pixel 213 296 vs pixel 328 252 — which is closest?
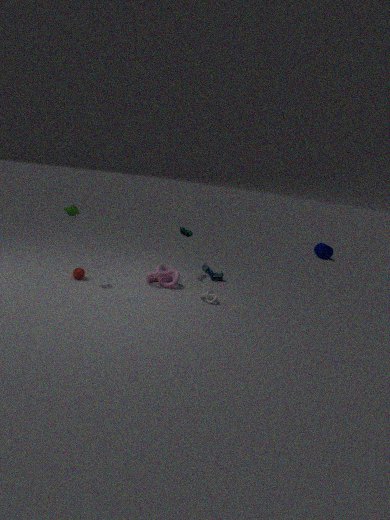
pixel 213 296
